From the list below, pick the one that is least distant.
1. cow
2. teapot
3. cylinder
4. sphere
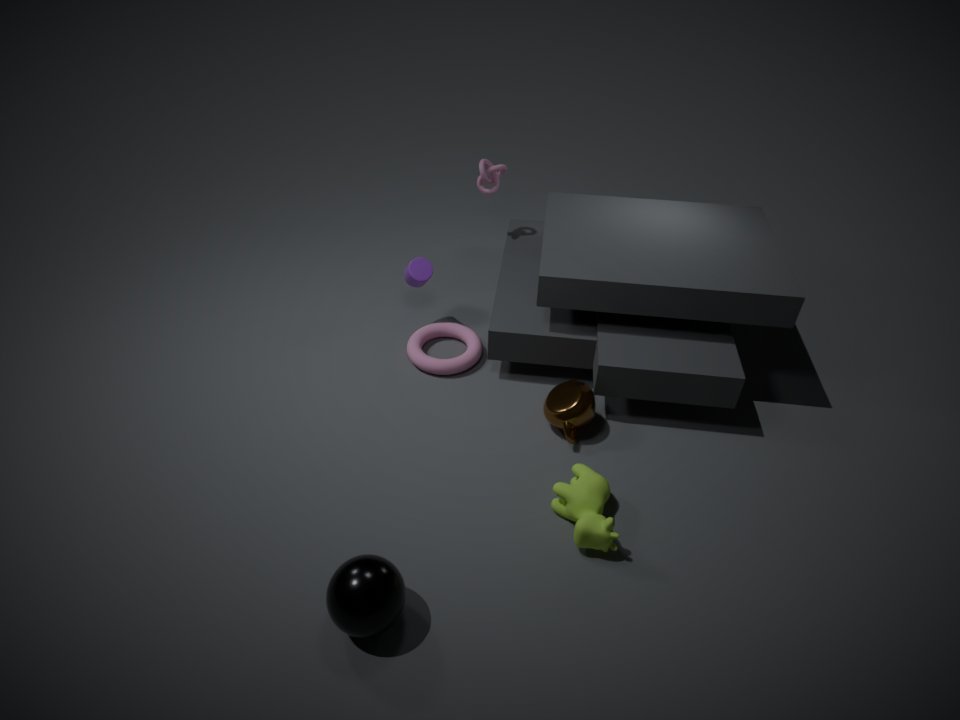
sphere
